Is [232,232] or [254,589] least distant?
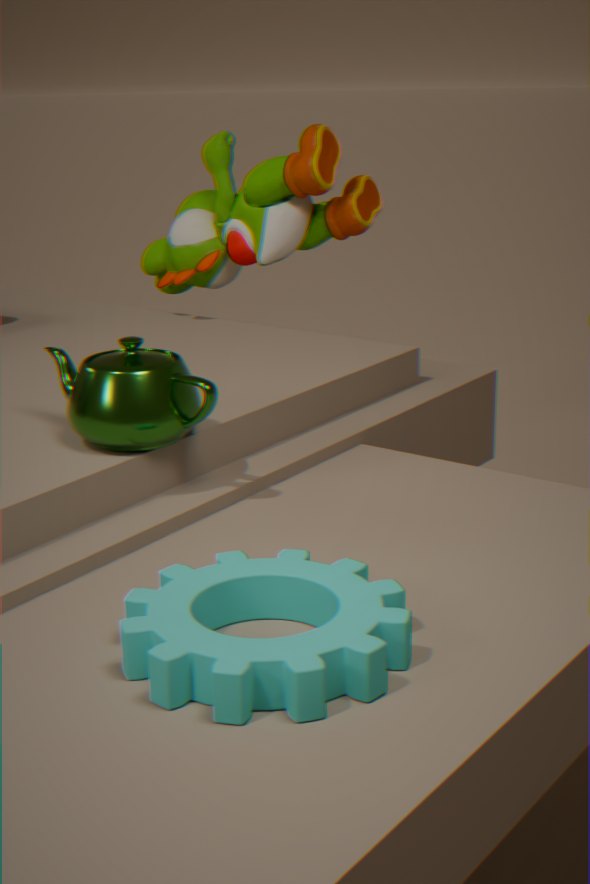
[254,589]
